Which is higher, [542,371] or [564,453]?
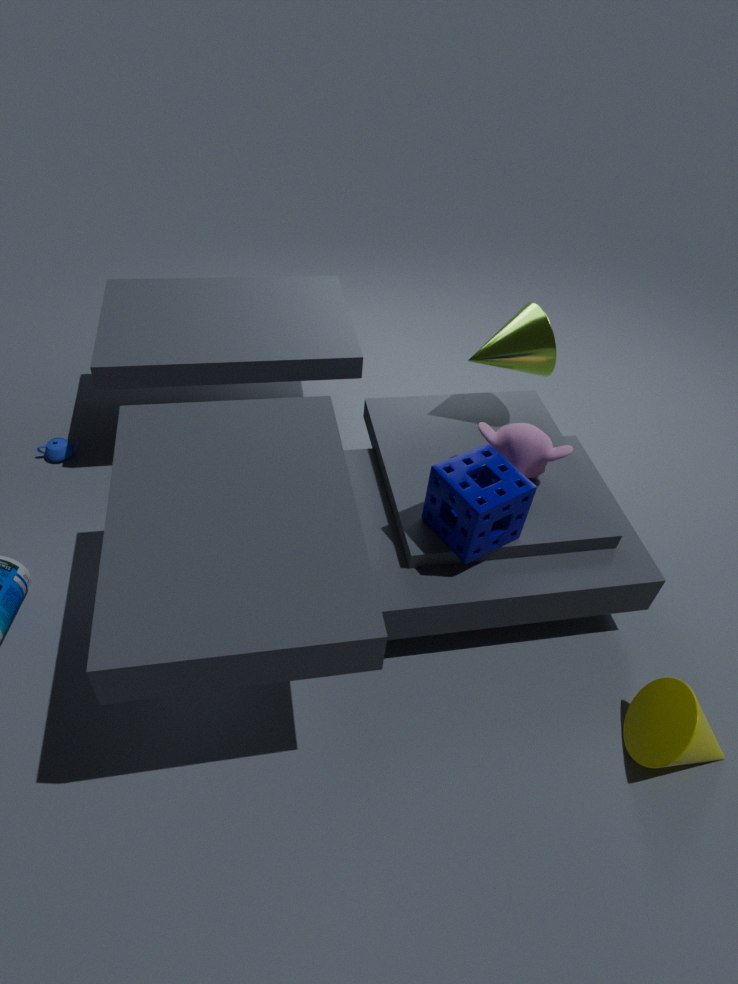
[542,371]
